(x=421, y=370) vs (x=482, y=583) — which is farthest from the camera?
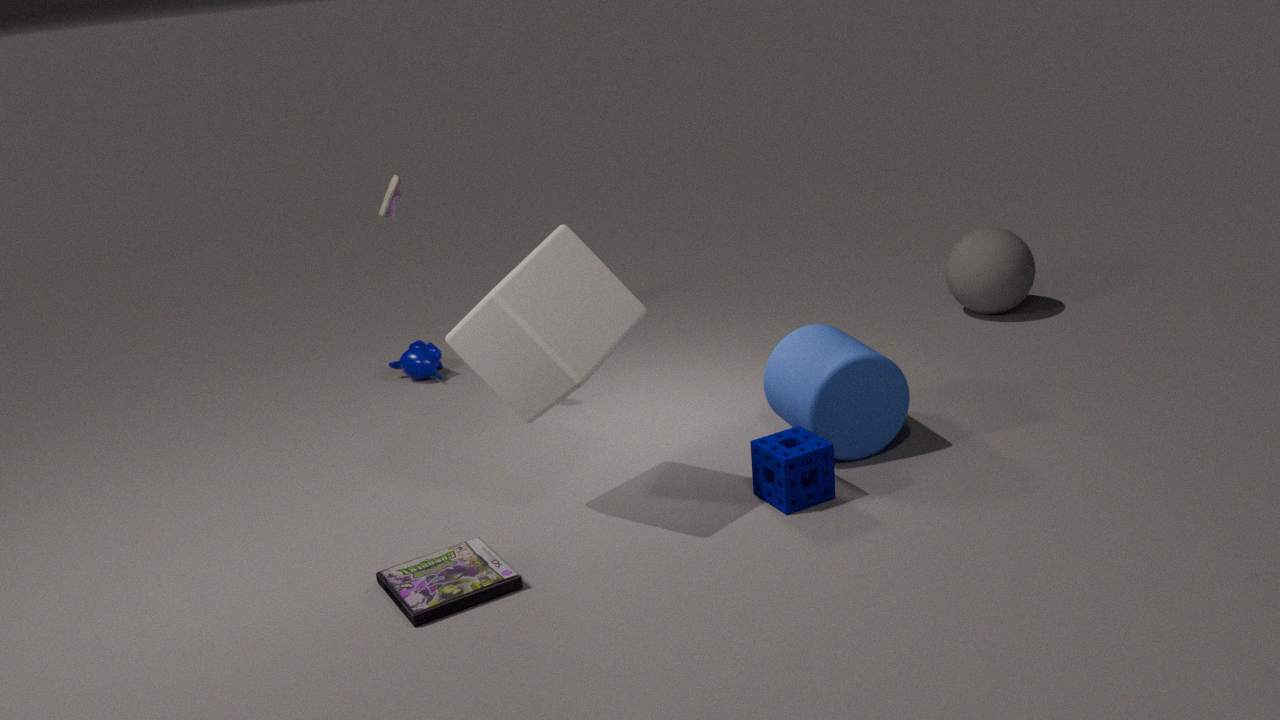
(x=421, y=370)
